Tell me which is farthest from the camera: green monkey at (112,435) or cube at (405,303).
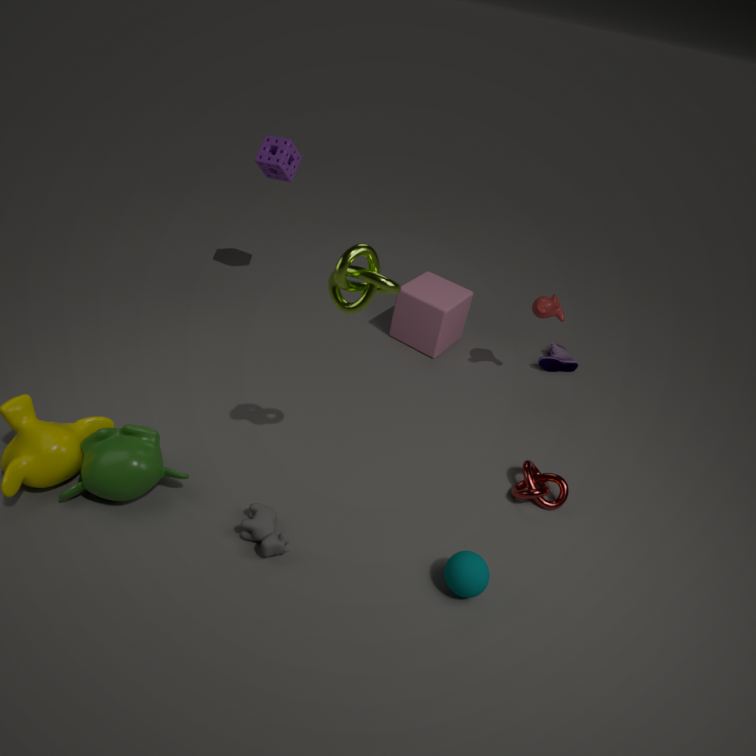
cube at (405,303)
